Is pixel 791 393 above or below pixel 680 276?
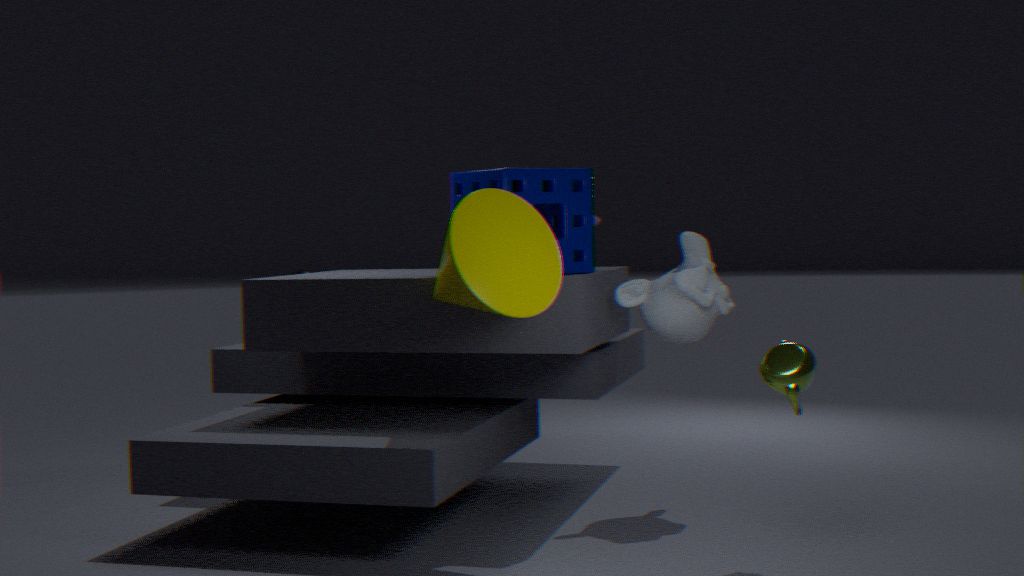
below
